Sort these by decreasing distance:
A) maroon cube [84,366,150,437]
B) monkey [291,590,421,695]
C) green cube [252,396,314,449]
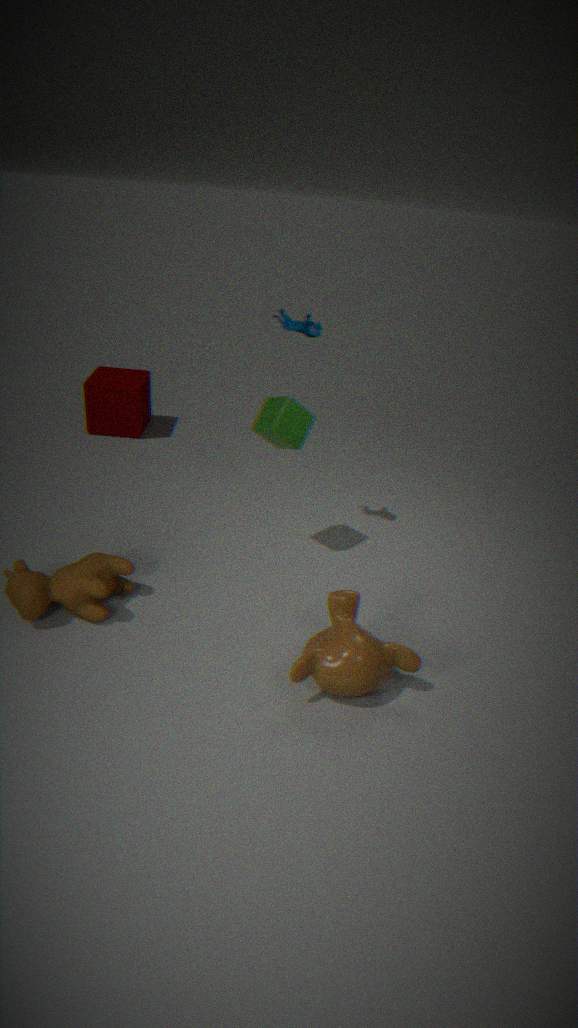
1. maroon cube [84,366,150,437]
2. green cube [252,396,314,449]
3. monkey [291,590,421,695]
